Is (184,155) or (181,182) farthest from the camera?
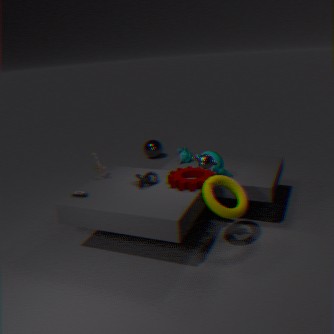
(184,155)
